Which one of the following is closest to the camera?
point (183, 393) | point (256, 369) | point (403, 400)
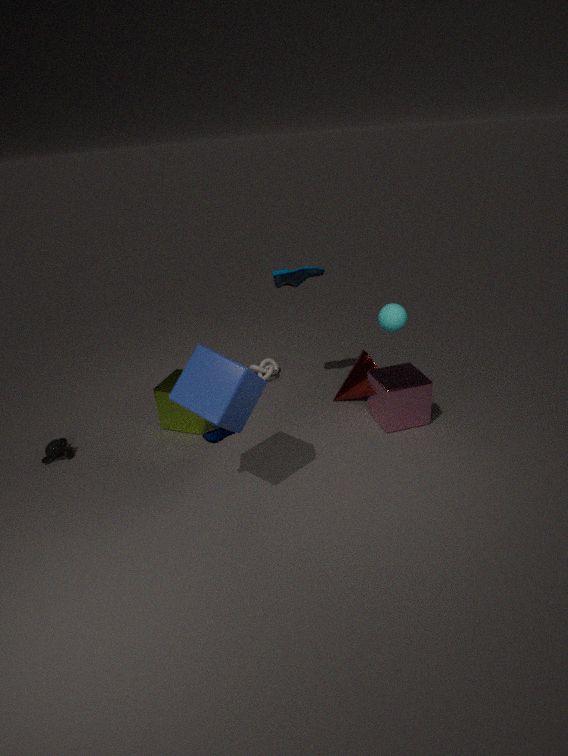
point (183, 393)
